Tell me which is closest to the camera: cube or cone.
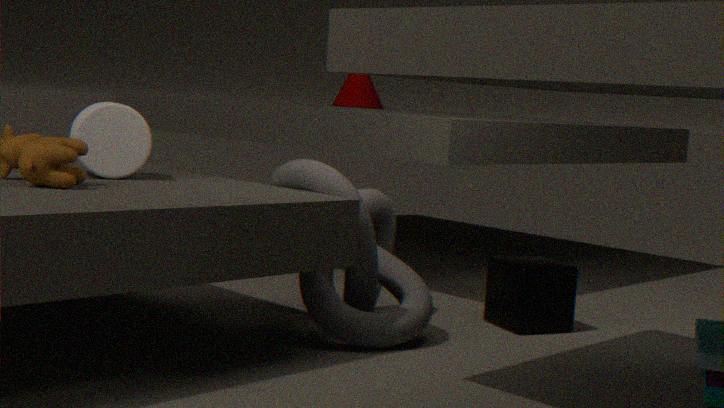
cube
